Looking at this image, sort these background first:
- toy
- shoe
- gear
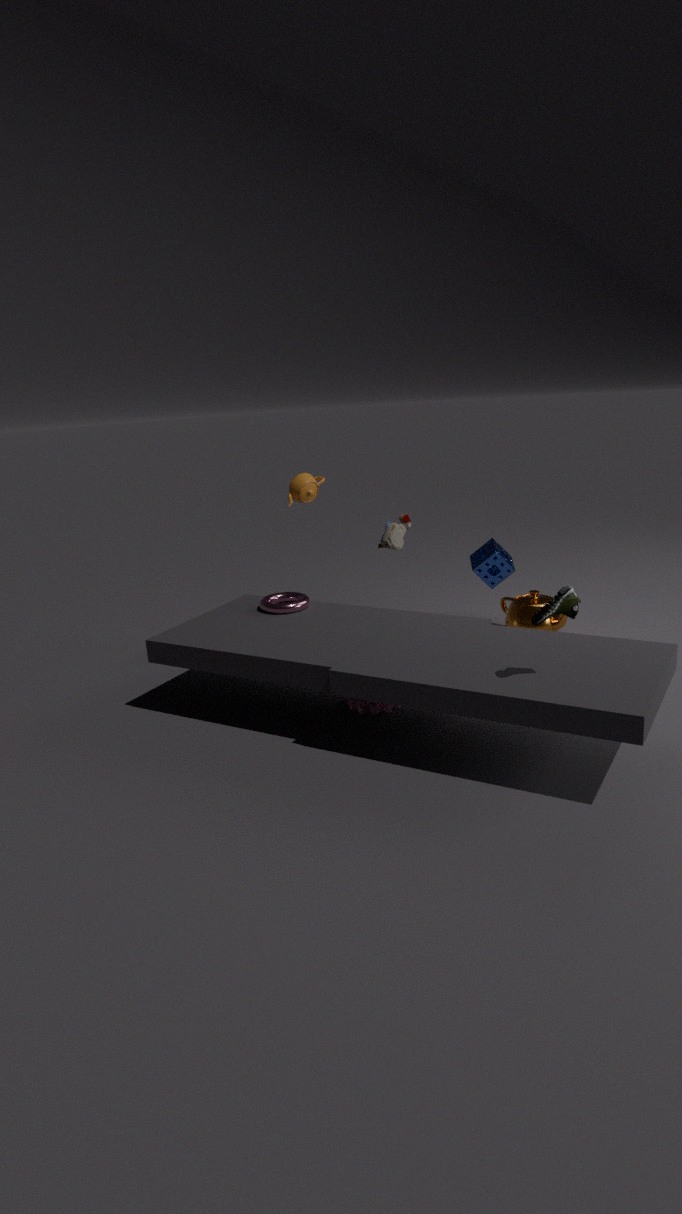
toy, gear, shoe
